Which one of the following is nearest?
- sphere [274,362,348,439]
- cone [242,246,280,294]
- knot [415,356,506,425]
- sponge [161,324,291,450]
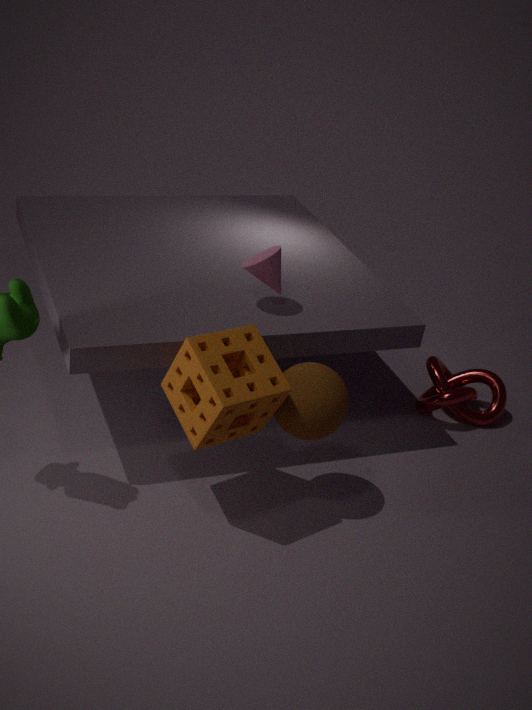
sponge [161,324,291,450]
